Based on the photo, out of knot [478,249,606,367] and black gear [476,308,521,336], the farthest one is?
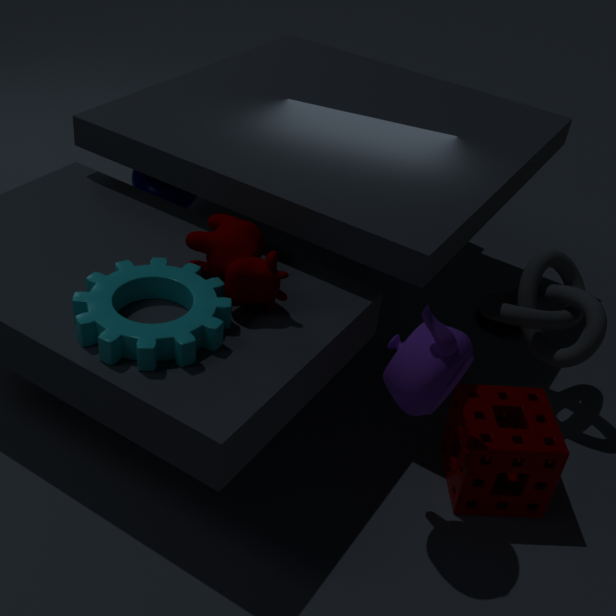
black gear [476,308,521,336]
